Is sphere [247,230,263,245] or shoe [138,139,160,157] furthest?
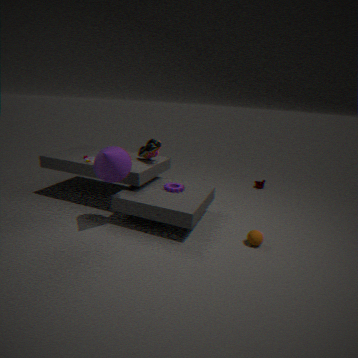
shoe [138,139,160,157]
